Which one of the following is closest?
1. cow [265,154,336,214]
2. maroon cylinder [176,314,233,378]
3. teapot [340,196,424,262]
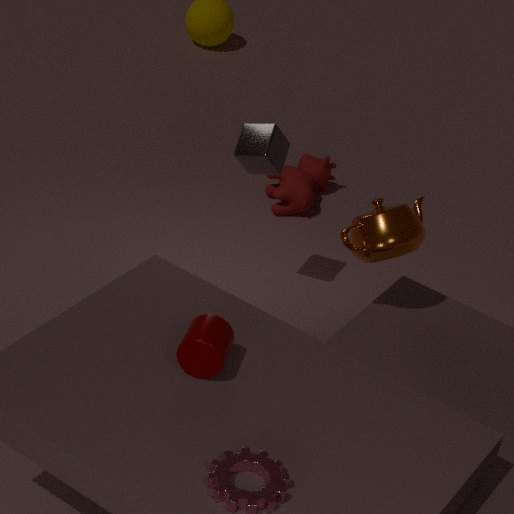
Answer: maroon cylinder [176,314,233,378]
